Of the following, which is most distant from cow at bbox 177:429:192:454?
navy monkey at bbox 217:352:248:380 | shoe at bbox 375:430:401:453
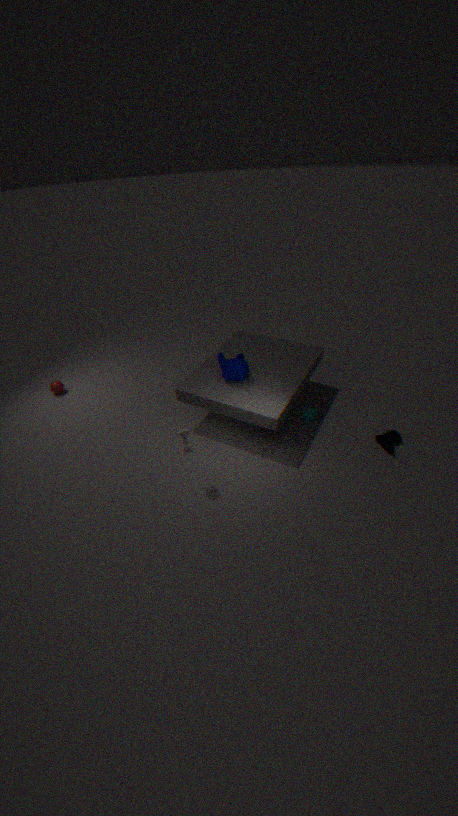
shoe at bbox 375:430:401:453
